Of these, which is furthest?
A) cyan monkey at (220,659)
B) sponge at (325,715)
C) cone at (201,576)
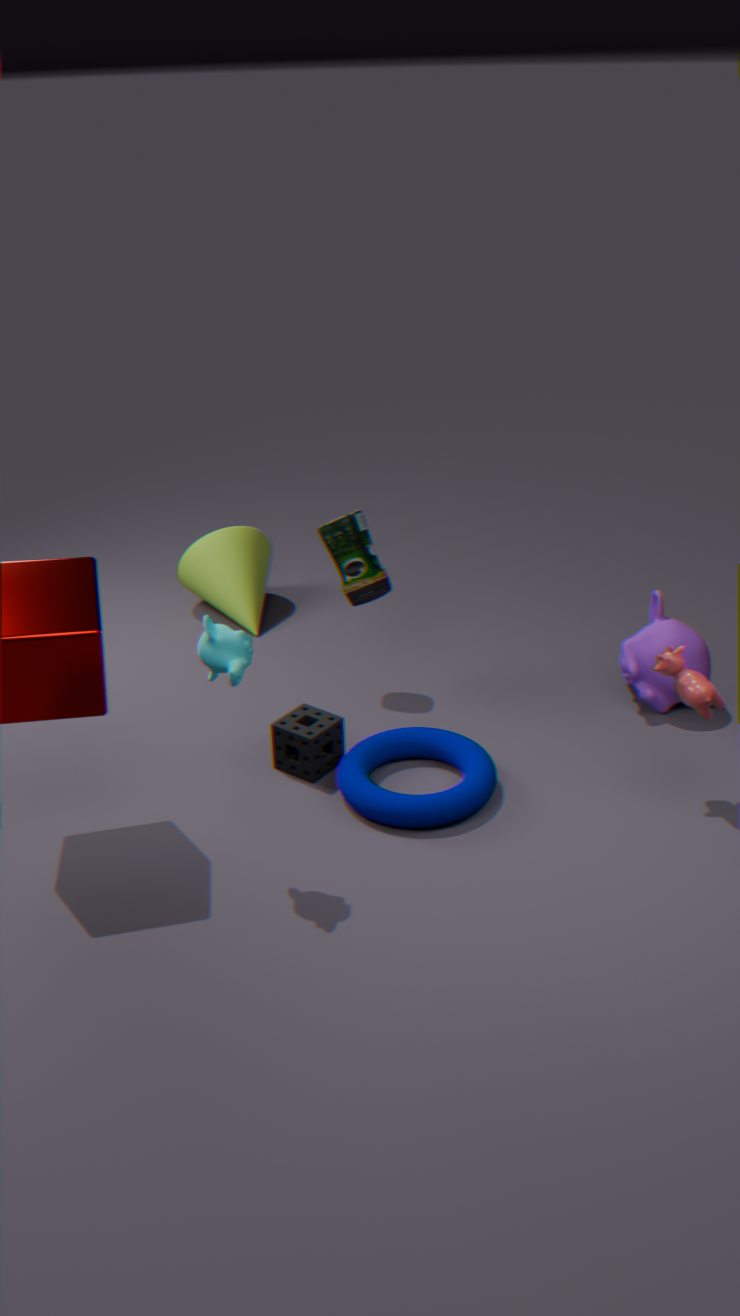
cone at (201,576)
